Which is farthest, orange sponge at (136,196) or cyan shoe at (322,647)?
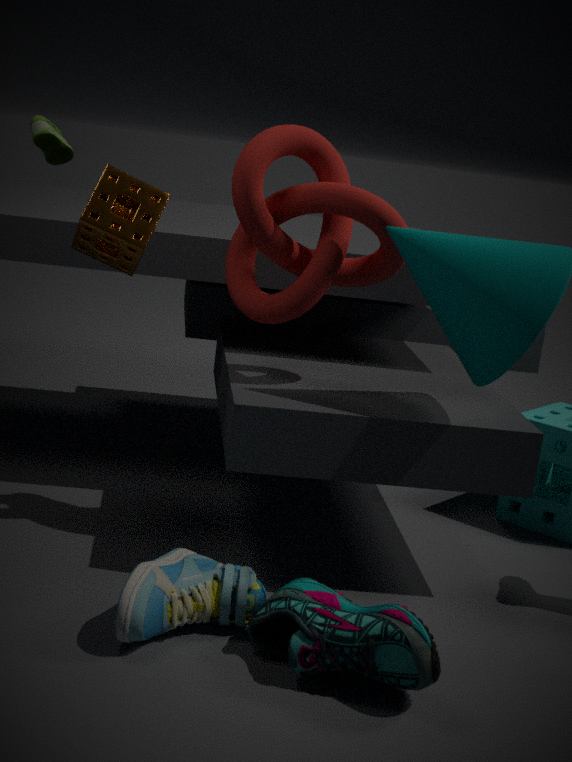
orange sponge at (136,196)
